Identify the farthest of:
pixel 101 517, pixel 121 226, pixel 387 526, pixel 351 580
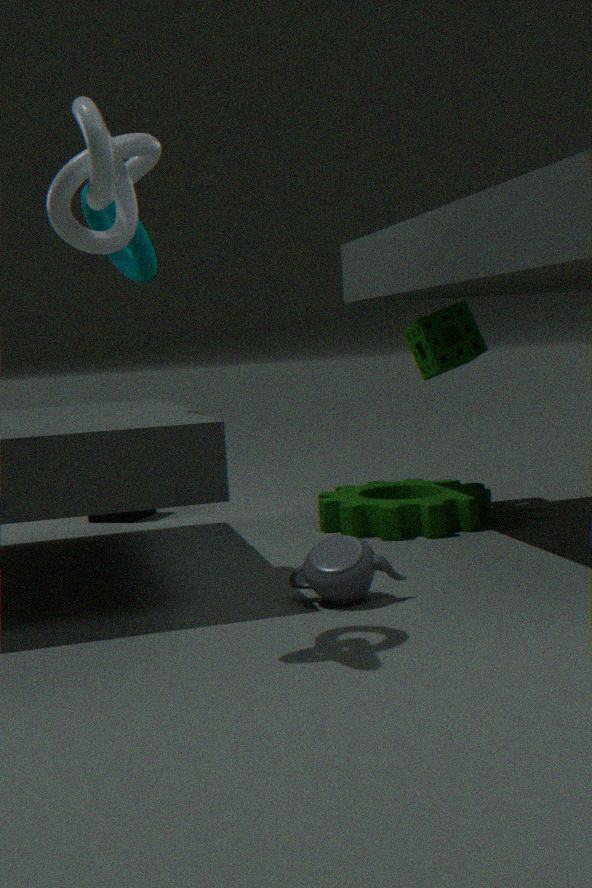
pixel 101 517
